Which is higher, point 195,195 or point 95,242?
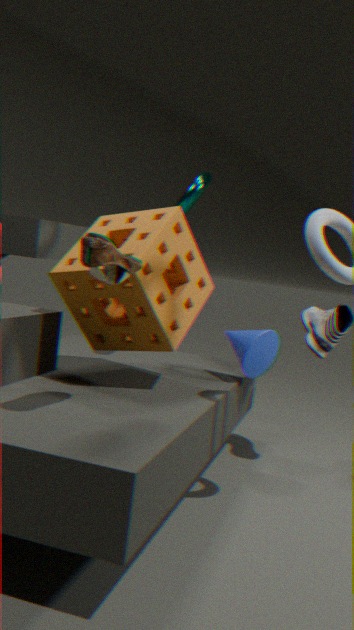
point 195,195
